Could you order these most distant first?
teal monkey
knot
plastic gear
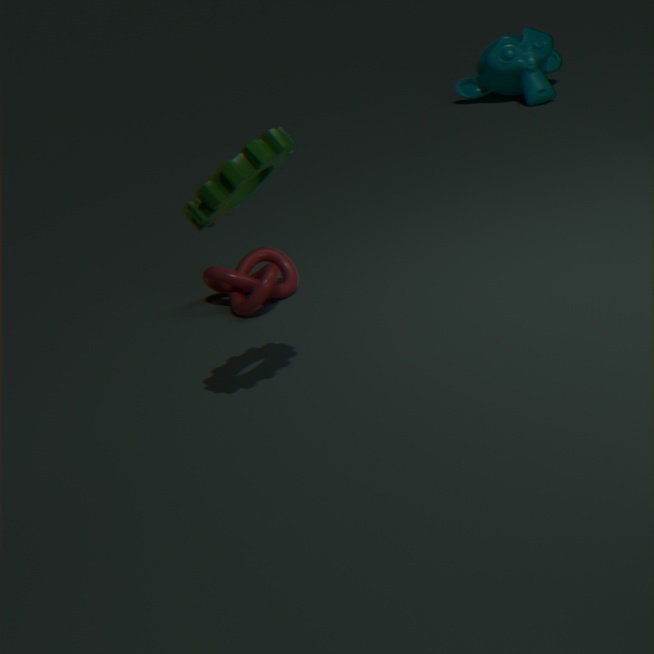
teal monkey, knot, plastic gear
